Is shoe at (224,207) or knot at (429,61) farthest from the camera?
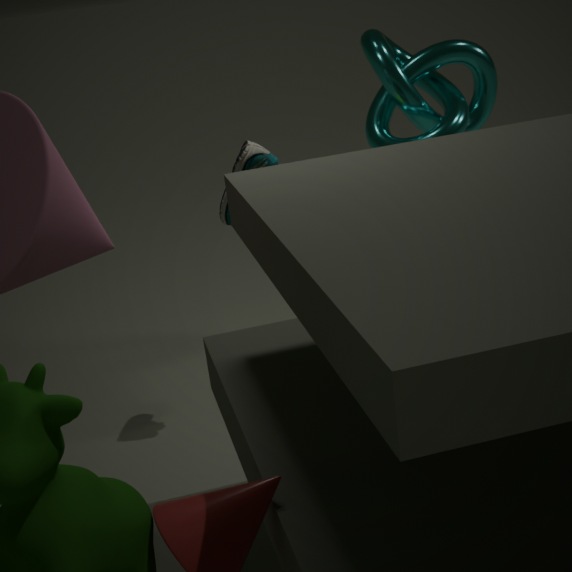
knot at (429,61)
